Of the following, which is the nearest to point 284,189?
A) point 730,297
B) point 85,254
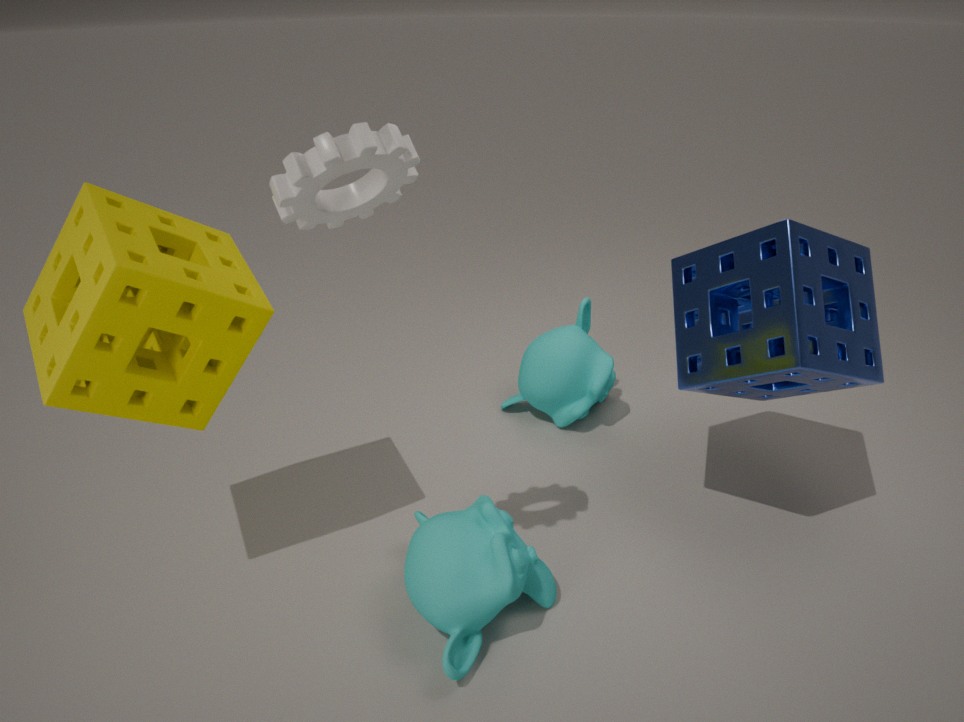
point 85,254
